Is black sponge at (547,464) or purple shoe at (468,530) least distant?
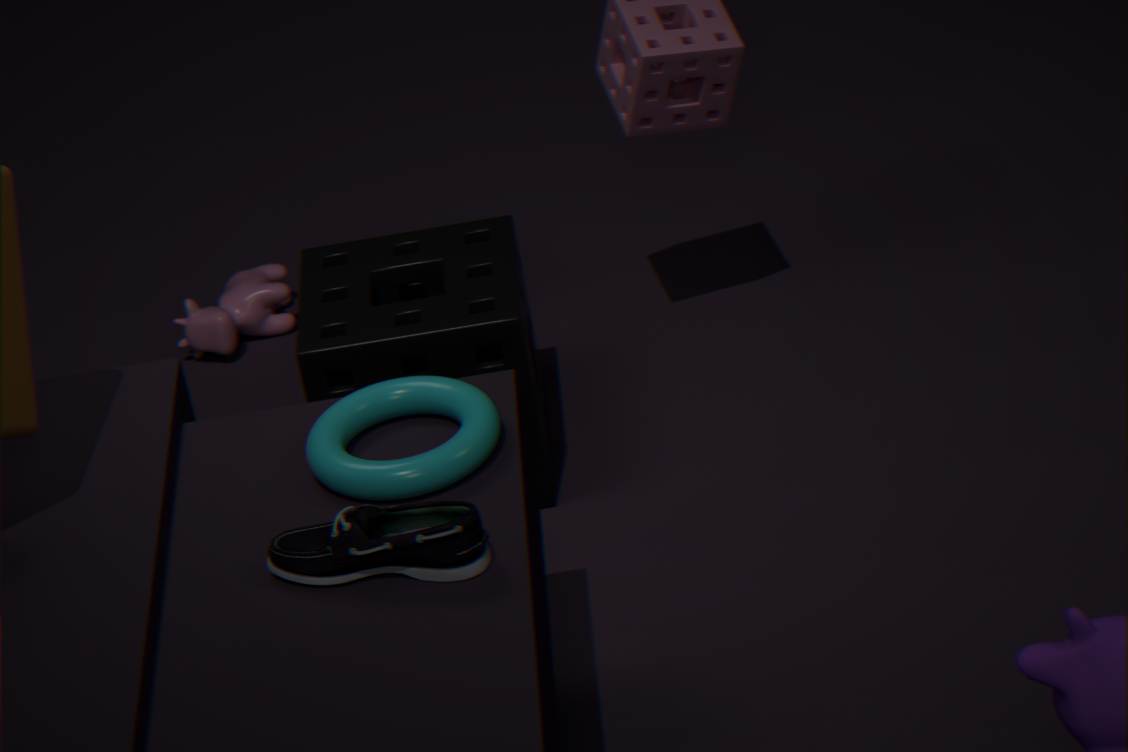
purple shoe at (468,530)
